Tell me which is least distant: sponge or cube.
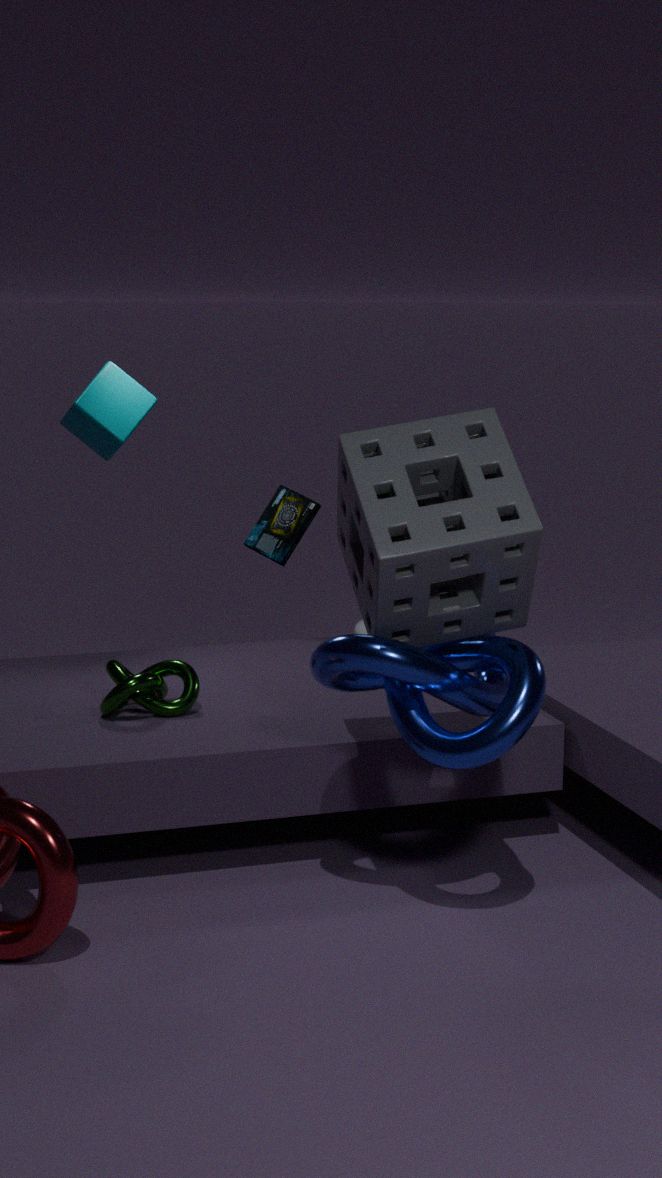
sponge
